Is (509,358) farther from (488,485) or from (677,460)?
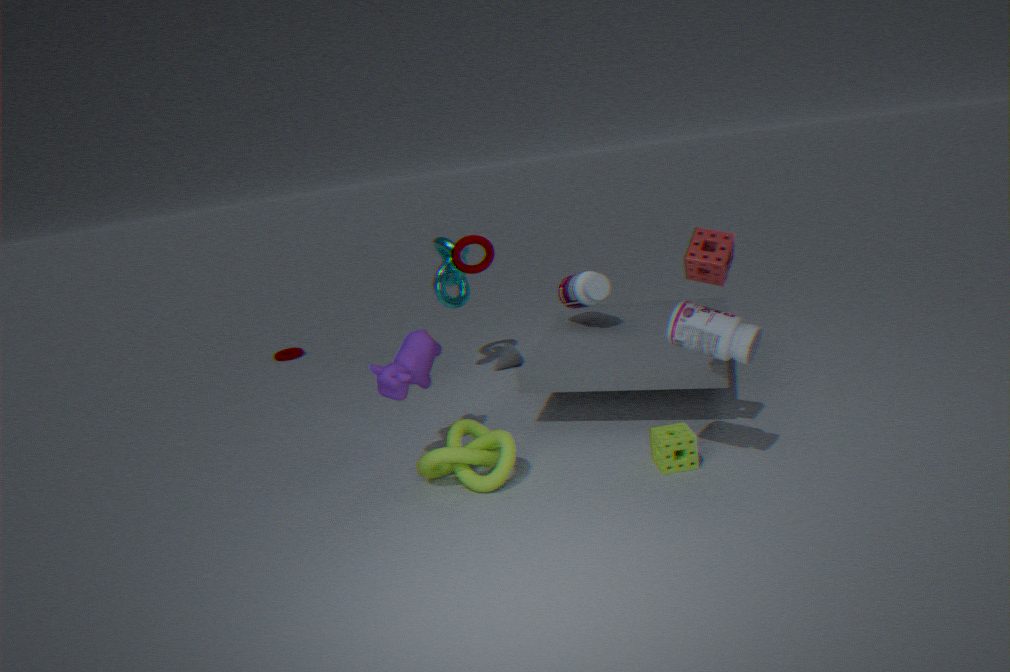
(677,460)
